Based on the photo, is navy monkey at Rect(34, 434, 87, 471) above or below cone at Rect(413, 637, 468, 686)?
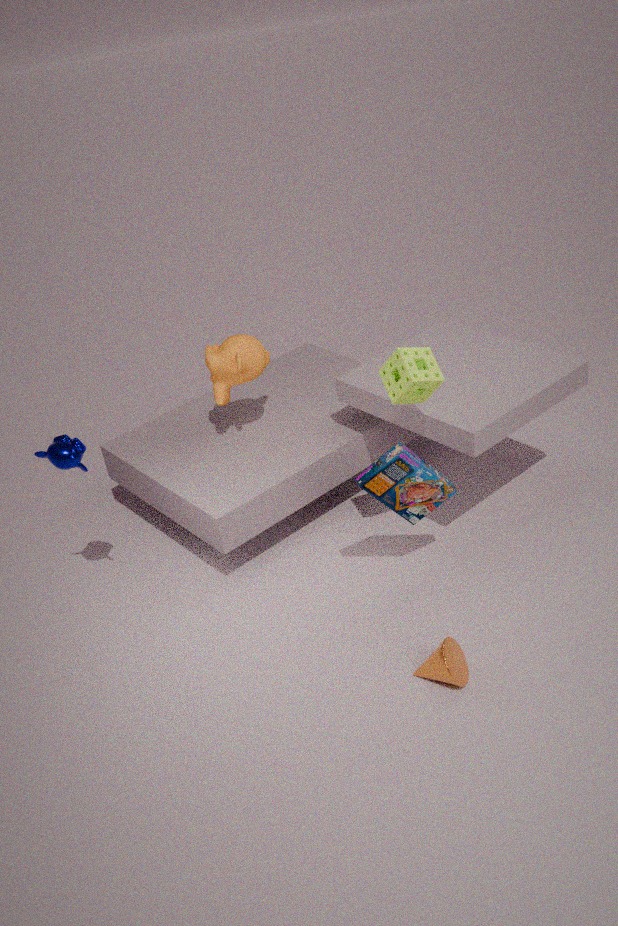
above
